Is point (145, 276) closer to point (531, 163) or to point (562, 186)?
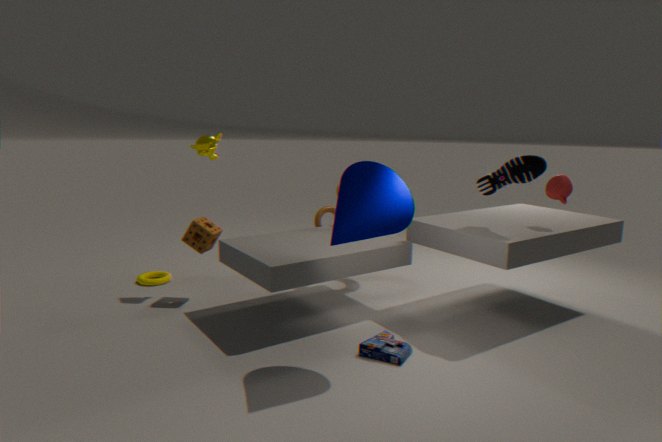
point (531, 163)
